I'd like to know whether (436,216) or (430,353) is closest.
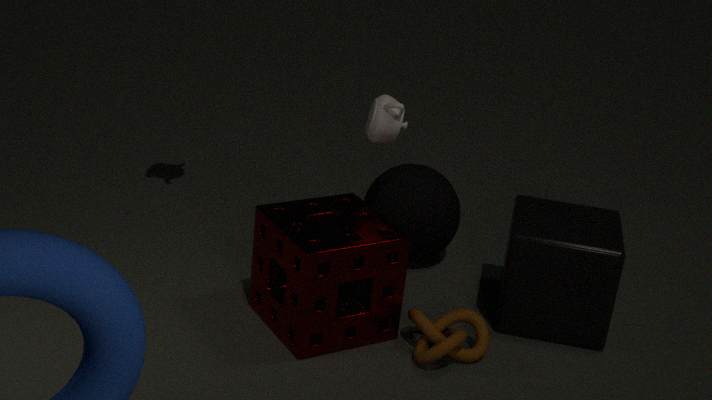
(430,353)
